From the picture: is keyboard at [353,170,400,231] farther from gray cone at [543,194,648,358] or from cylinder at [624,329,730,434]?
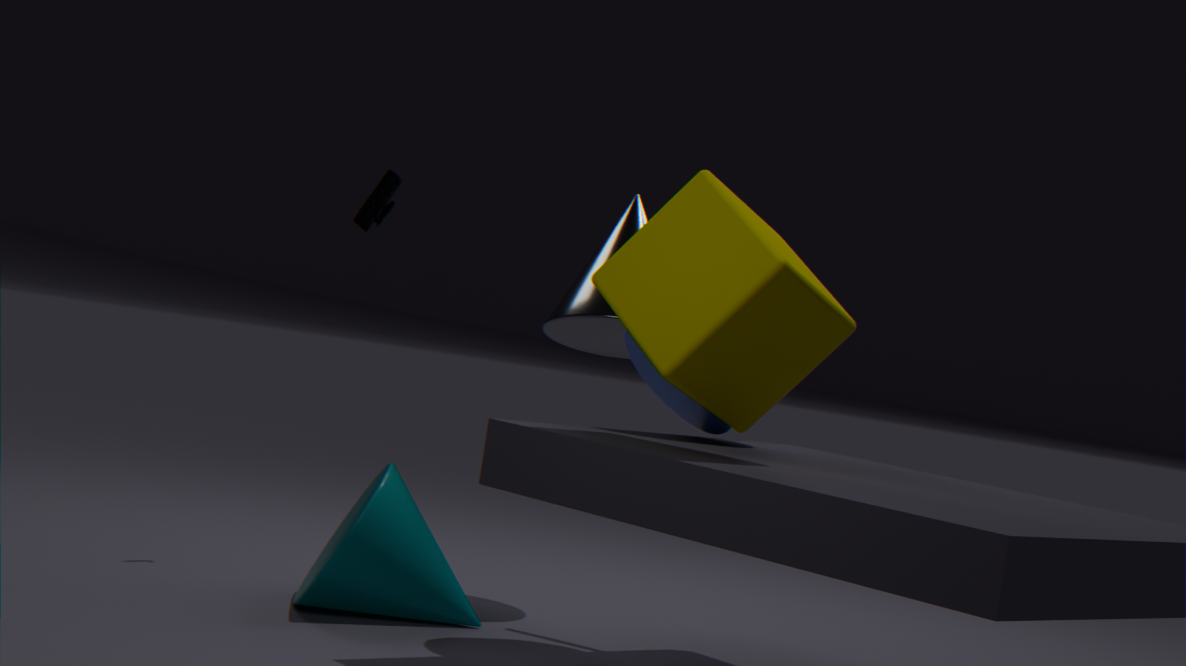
cylinder at [624,329,730,434]
